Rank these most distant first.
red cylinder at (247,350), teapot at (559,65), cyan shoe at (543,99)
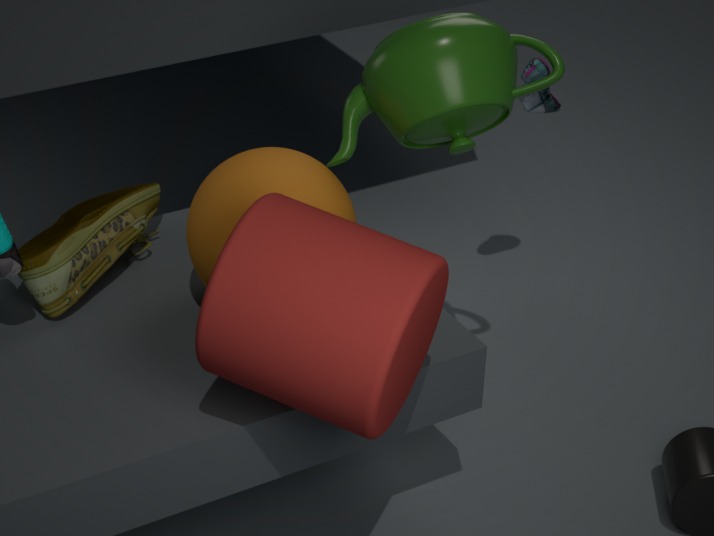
cyan shoe at (543,99), teapot at (559,65), red cylinder at (247,350)
